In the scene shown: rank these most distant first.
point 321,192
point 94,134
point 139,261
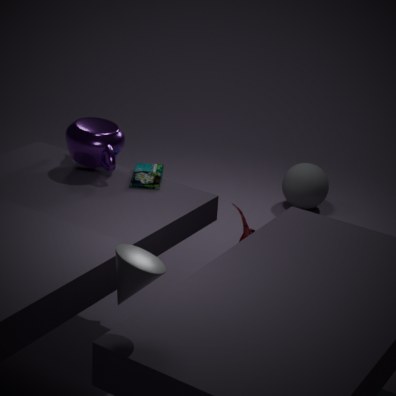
point 321,192
point 94,134
point 139,261
